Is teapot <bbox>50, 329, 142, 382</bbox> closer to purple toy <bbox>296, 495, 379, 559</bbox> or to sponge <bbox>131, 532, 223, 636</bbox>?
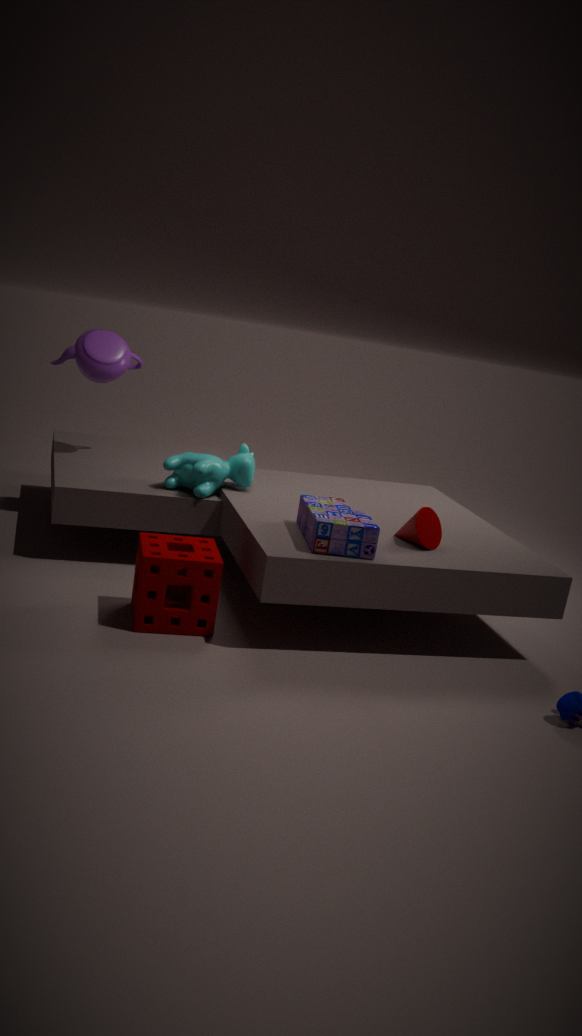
sponge <bbox>131, 532, 223, 636</bbox>
